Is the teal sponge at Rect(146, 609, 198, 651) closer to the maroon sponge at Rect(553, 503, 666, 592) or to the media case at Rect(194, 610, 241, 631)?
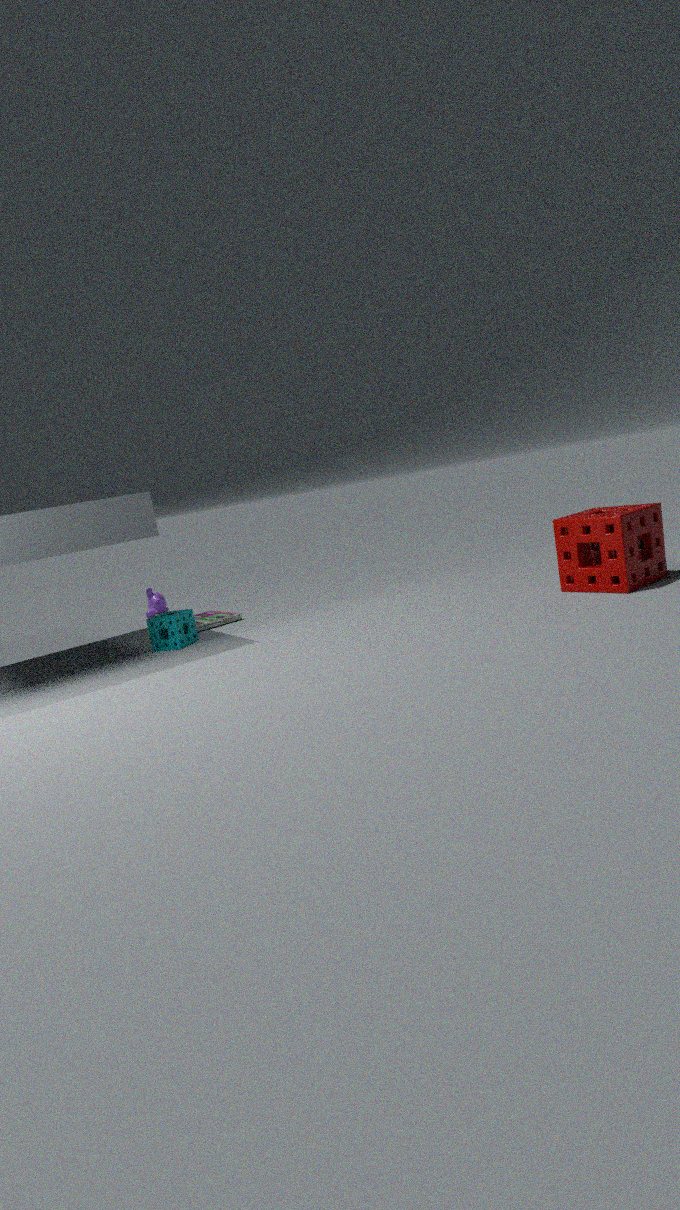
the media case at Rect(194, 610, 241, 631)
